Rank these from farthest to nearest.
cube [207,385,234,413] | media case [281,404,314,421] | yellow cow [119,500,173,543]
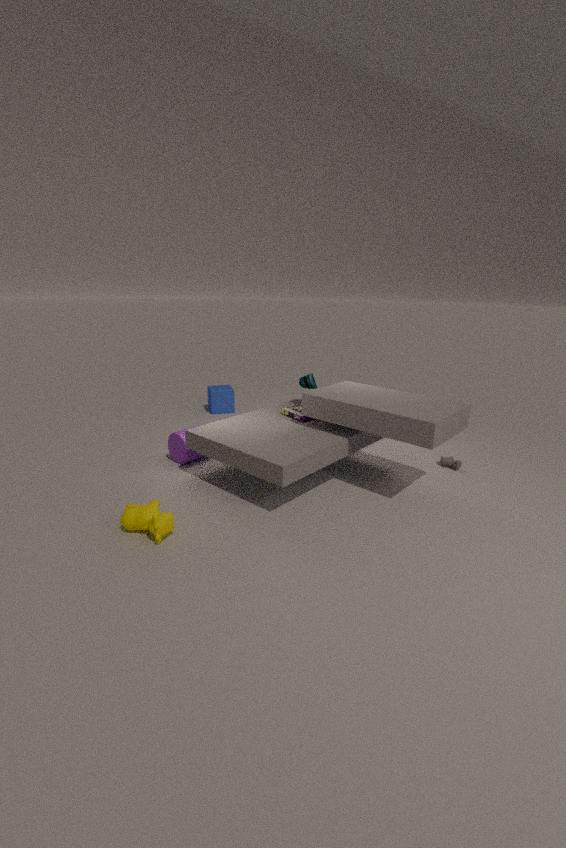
1. cube [207,385,234,413]
2. media case [281,404,314,421]
3. yellow cow [119,500,173,543]
